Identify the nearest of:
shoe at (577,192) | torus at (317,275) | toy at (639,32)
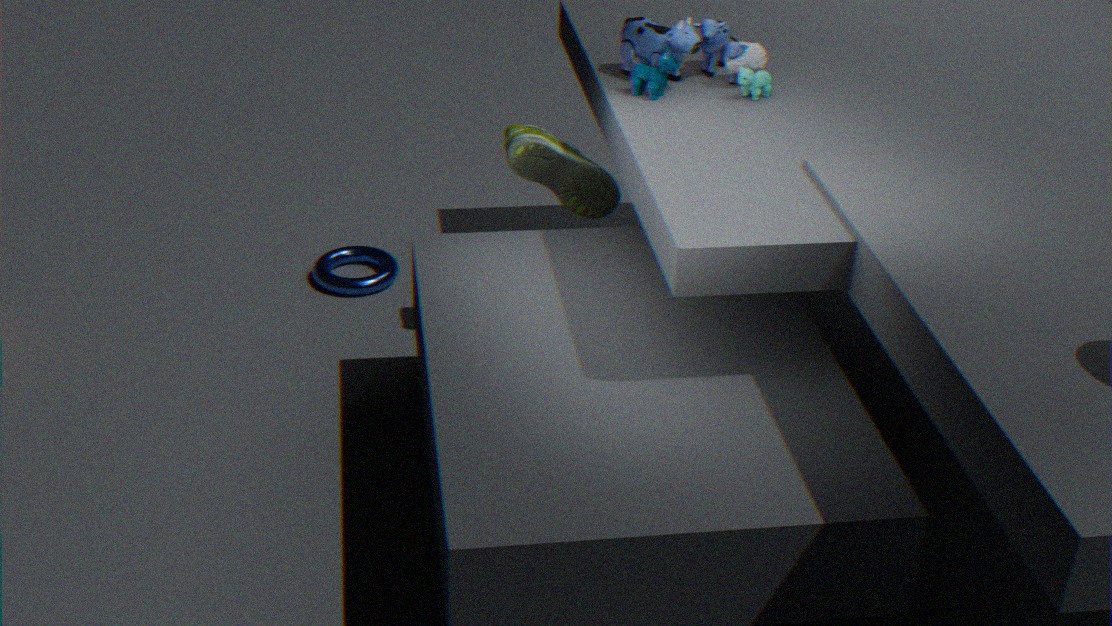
toy at (639,32)
